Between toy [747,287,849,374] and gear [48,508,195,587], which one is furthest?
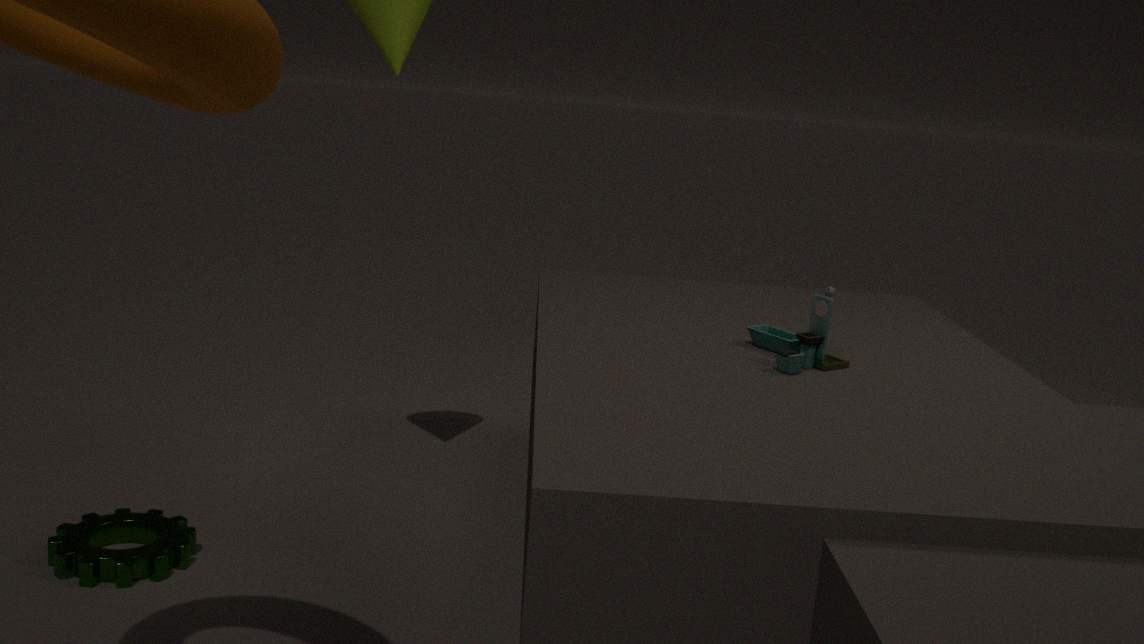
gear [48,508,195,587]
